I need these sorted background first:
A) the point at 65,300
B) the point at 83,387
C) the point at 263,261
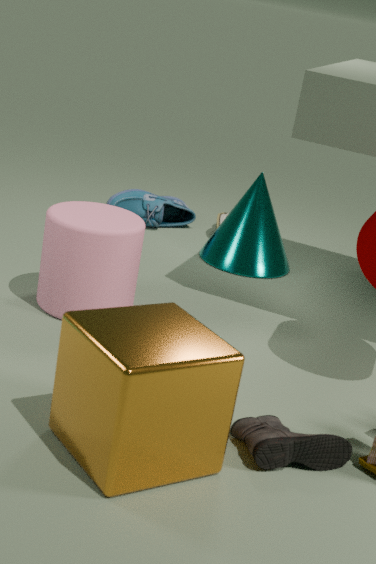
the point at 263,261
the point at 65,300
the point at 83,387
